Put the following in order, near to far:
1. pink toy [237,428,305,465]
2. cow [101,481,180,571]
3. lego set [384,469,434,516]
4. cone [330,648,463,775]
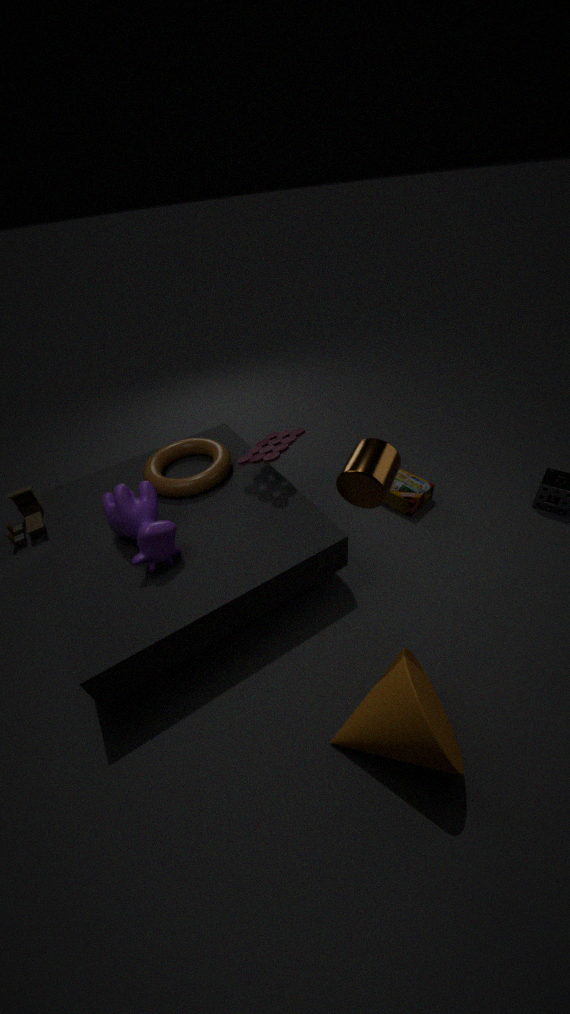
cone [330,648,463,775], cow [101,481,180,571], pink toy [237,428,305,465], lego set [384,469,434,516]
